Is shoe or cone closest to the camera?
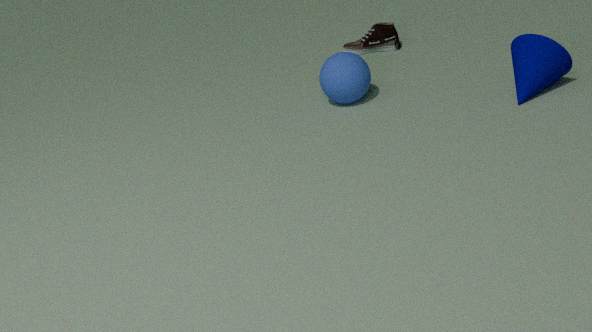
cone
